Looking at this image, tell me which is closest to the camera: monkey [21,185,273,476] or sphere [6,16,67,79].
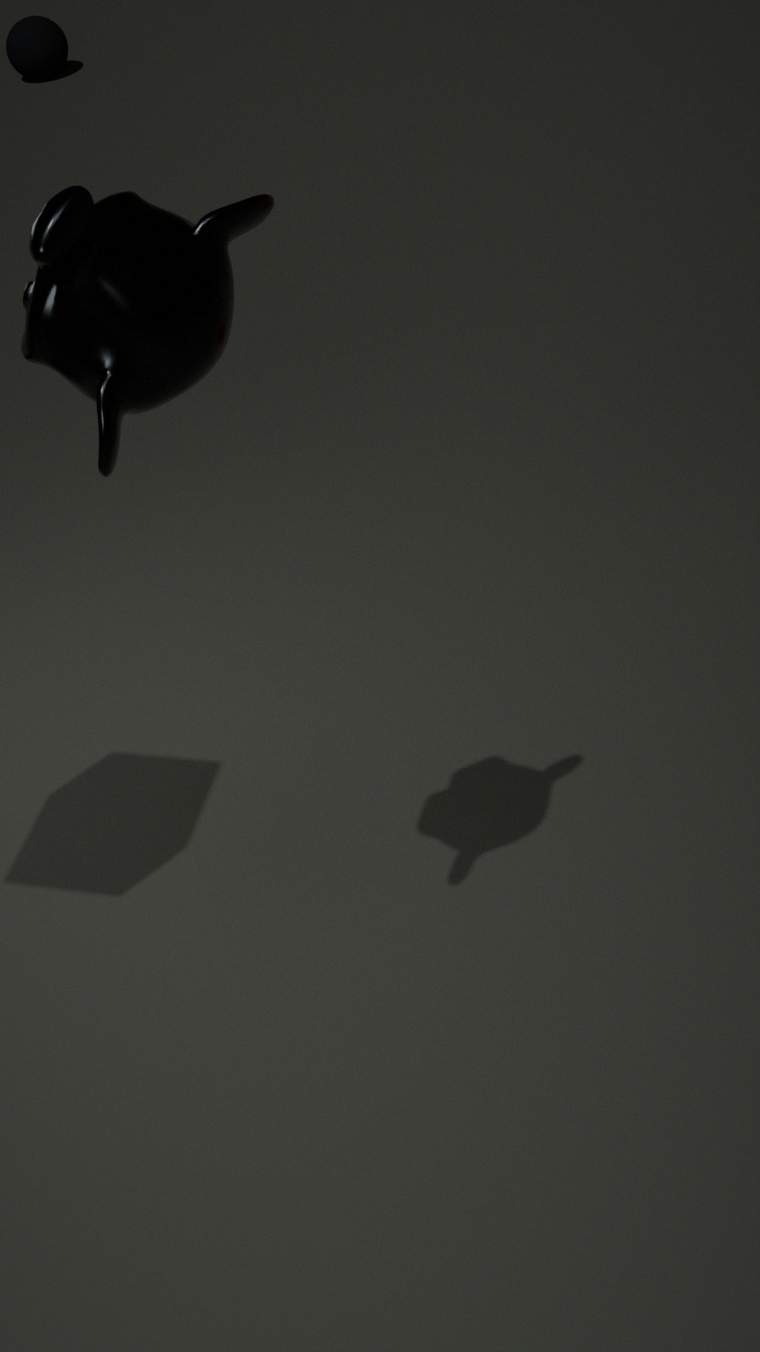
monkey [21,185,273,476]
